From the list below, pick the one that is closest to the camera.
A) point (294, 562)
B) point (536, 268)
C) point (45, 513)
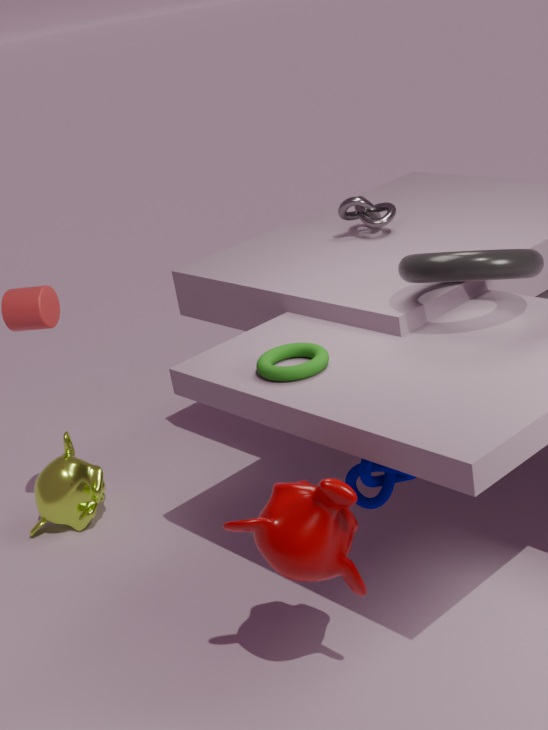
A. point (294, 562)
